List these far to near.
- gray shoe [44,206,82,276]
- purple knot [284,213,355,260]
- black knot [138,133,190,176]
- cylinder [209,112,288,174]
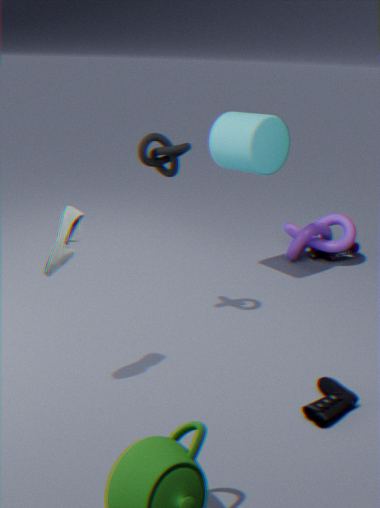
purple knot [284,213,355,260]
cylinder [209,112,288,174]
black knot [138,133,190,176]
gray shoe [44,206,82,276]
